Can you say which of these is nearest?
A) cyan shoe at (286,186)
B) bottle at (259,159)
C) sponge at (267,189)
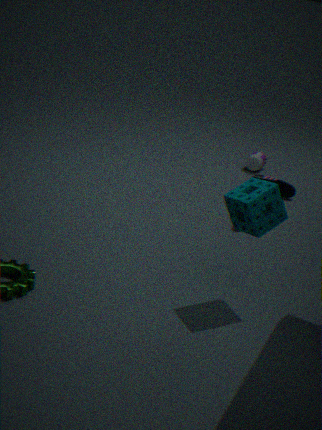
sponge at (267,189)
